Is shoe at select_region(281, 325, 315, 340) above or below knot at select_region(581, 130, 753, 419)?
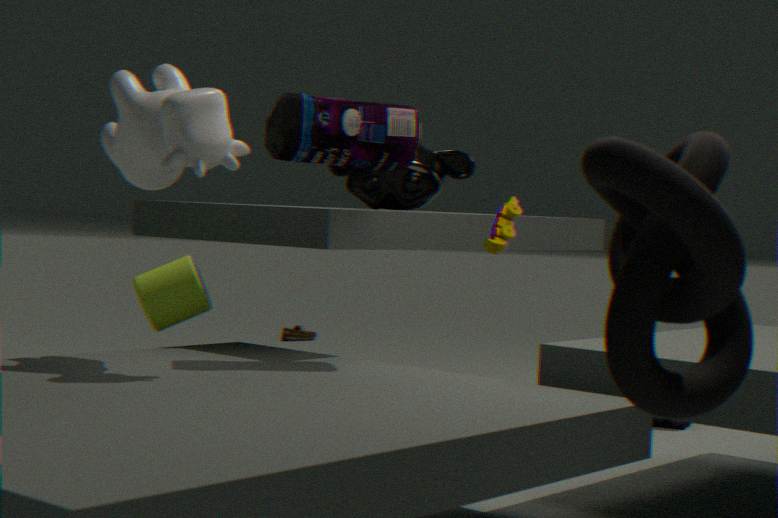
below
